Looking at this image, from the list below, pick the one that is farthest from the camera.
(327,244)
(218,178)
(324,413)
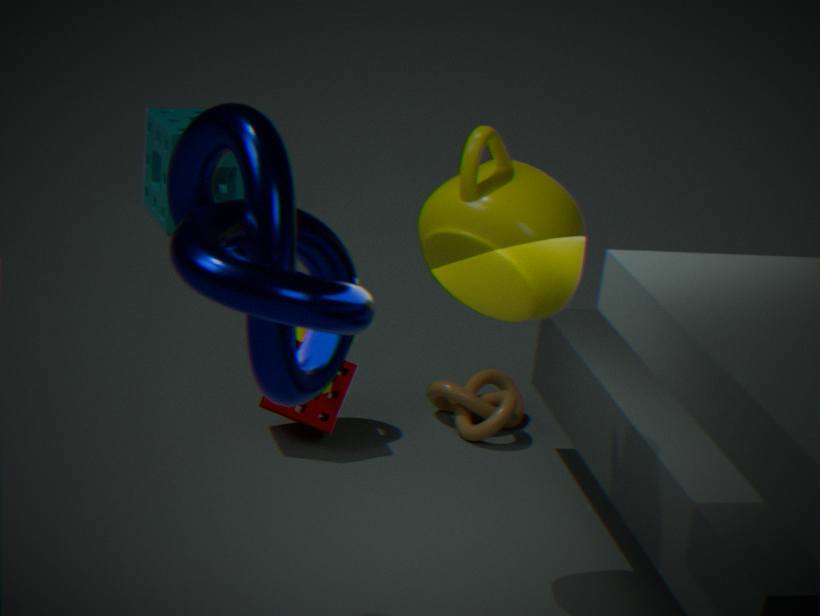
(218,178)
